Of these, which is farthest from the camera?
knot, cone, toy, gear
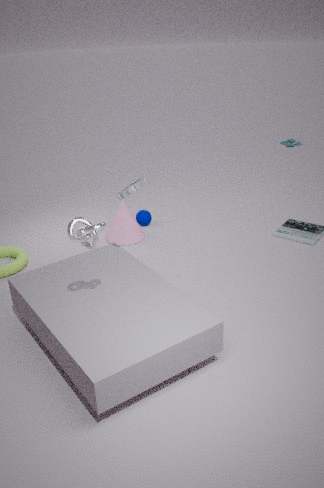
toy
